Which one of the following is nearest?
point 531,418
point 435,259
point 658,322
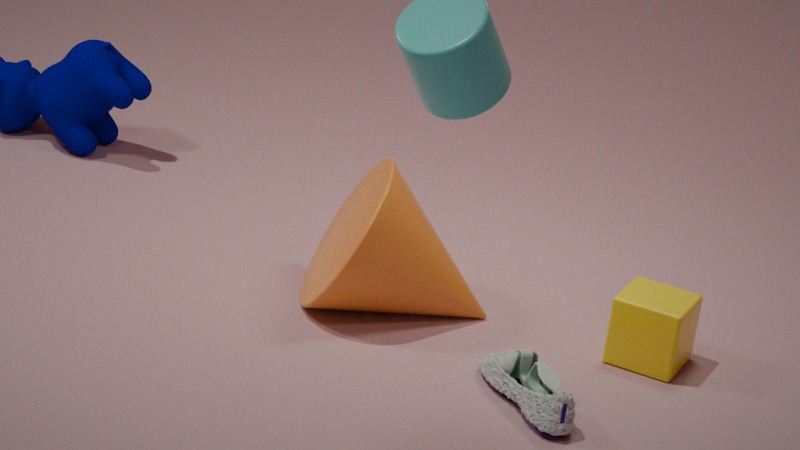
point 531,418
